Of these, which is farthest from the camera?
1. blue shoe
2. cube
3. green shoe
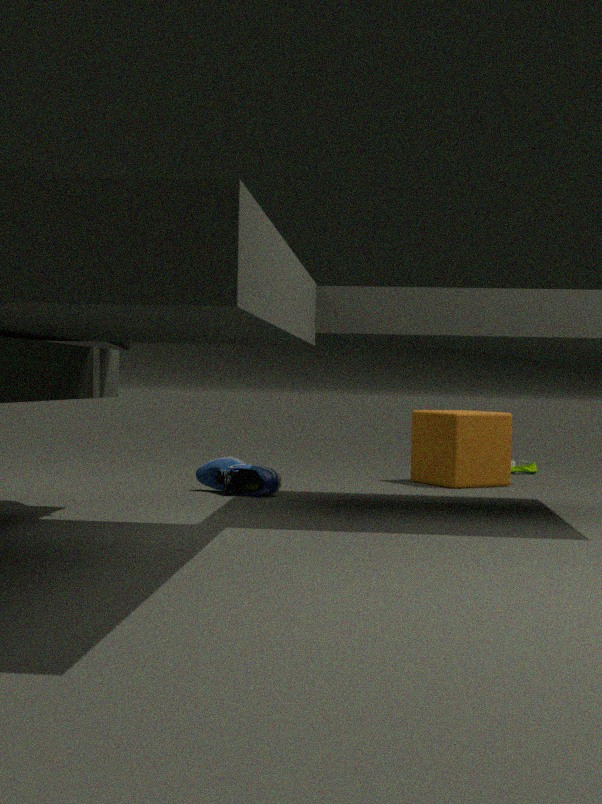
green shoe
